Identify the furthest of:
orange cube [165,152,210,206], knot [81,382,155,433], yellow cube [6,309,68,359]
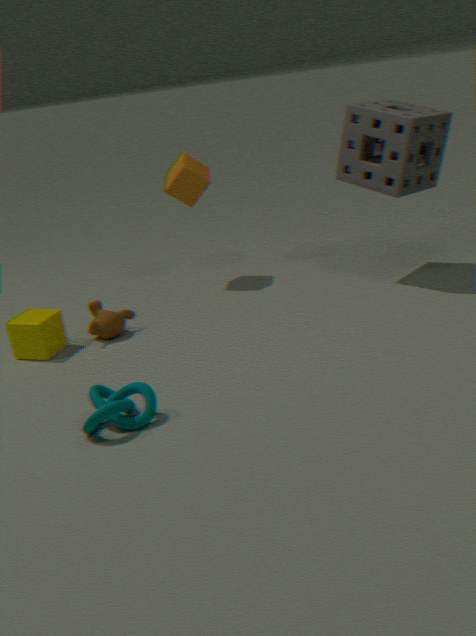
orange cube [165,152,210,206]
